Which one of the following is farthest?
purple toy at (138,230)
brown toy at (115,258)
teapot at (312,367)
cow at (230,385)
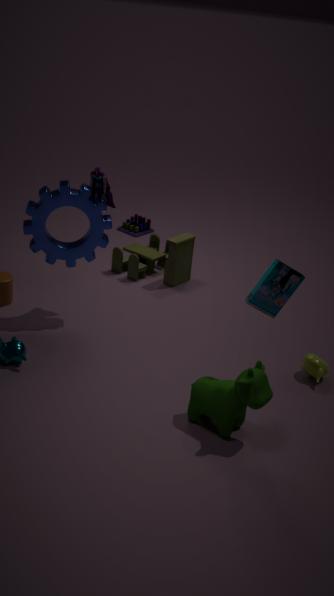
purple toy at (138,230)
